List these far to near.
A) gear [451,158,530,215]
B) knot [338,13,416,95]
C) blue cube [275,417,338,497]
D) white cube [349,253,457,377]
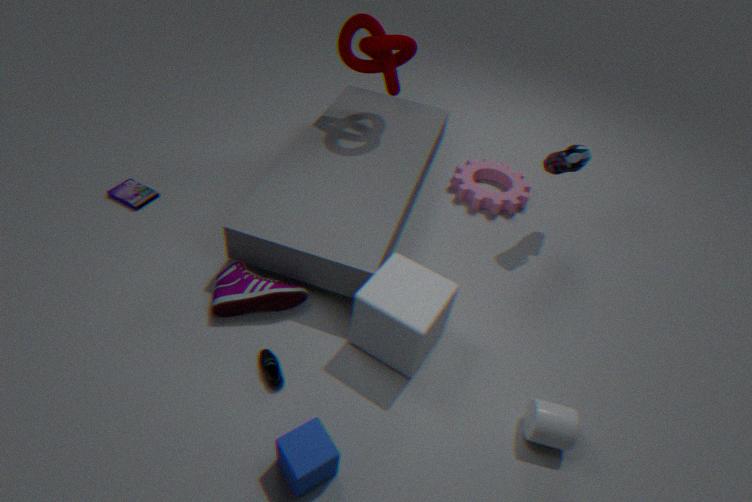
gear [451,158,530,215] < knot [338,13,416,95] < white cube [349,253,457,377] < blue cube [275,417,338,497]
